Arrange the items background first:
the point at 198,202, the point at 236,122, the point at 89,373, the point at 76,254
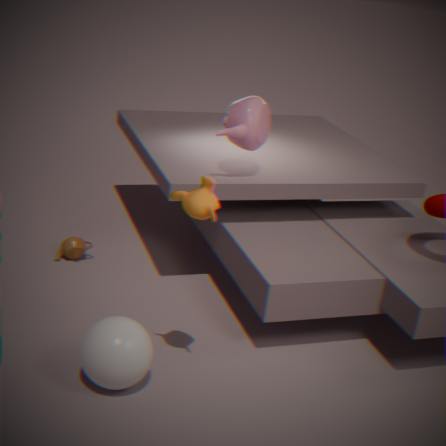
the point at 76,254
the point at 236,122
the point at 89,373
the point at 198,202
